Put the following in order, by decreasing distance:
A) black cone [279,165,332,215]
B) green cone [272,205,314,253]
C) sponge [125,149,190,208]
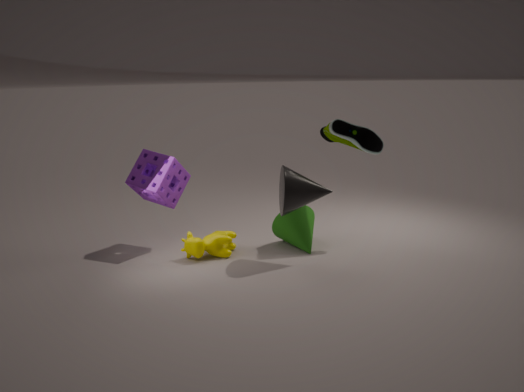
B. green cone [272,205,314,253]
C. sponge [125,149,190,208]
A. black cone [279,165,332,215]
